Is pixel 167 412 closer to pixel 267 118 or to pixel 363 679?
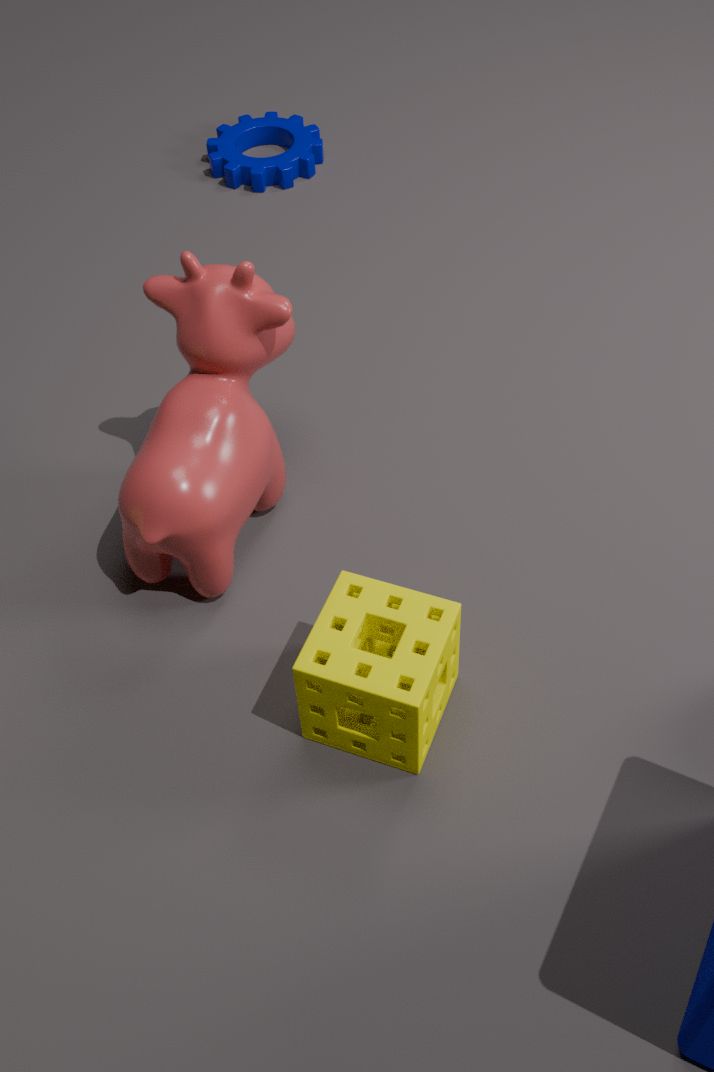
pixel 363 679
